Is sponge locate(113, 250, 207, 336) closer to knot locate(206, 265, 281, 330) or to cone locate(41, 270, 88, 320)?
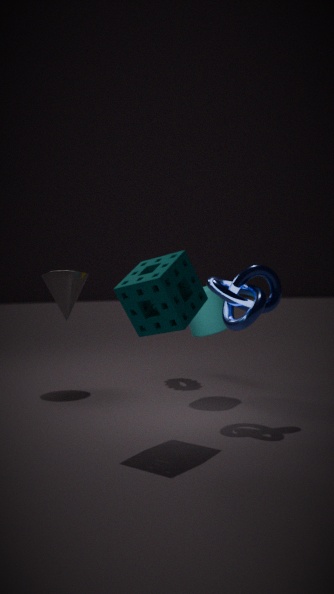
knot locate(206, 265, 281, 330)
